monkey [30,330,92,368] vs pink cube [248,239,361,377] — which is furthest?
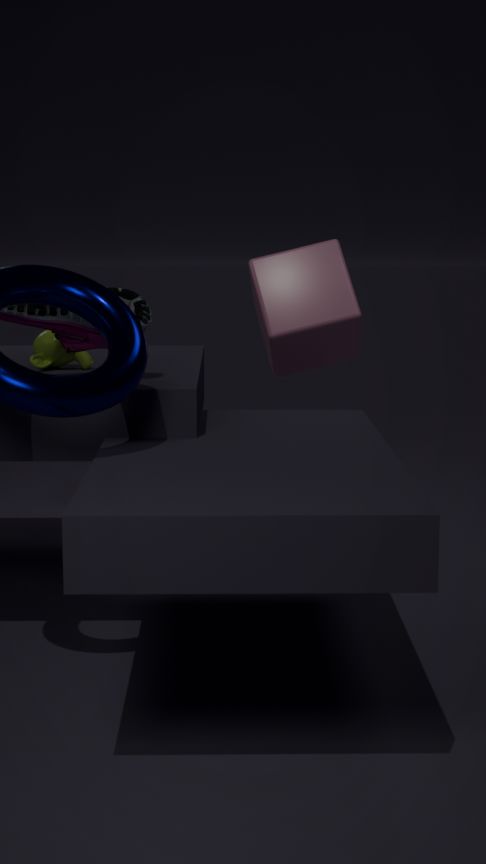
pink cube [248,239,361,377]
